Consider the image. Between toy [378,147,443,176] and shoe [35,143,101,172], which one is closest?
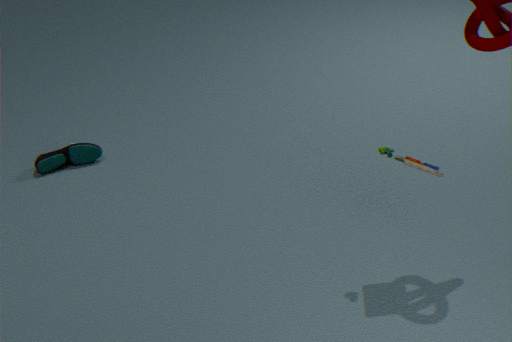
toy [378,147,443,176]
